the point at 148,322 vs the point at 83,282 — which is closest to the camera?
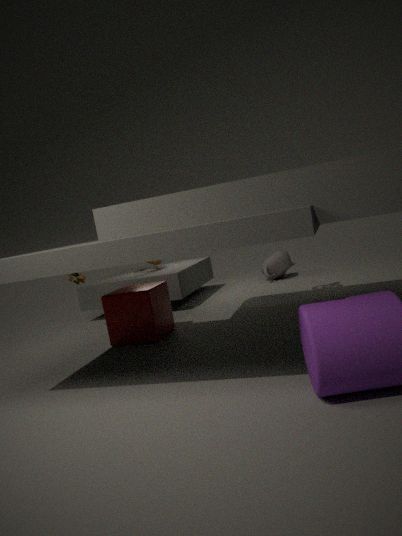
the point at 148,322
